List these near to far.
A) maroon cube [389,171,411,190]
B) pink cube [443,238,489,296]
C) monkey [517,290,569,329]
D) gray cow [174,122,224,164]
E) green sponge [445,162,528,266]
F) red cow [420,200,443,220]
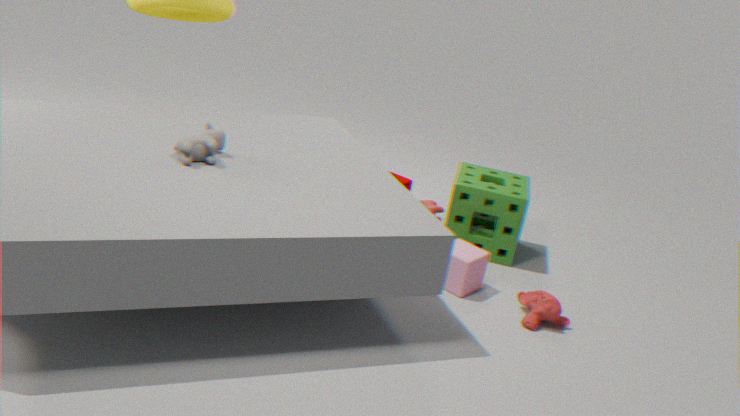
gray cow [174,122,224,164], monkey [517,290,569,329], pink cube [443,238,489,296], green sponge [445,162,528,266], red cow [420,200,443,220], maroon cube [389,171,411,190]
